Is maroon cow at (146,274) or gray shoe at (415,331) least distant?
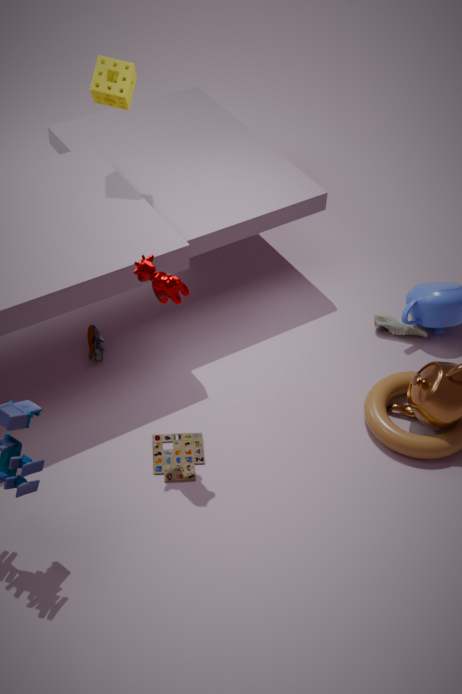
maroon cow at (146,274)
